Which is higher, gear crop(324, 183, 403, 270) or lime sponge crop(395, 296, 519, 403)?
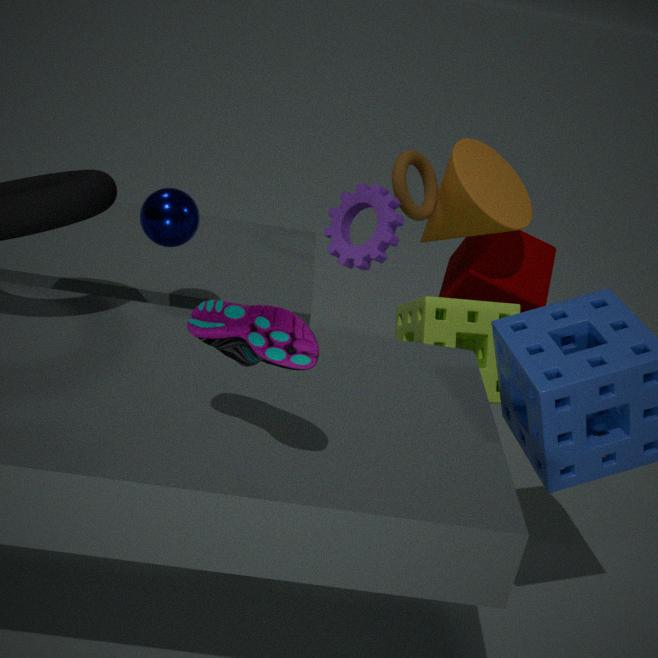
gear crop(324, 183, 403, 270)
